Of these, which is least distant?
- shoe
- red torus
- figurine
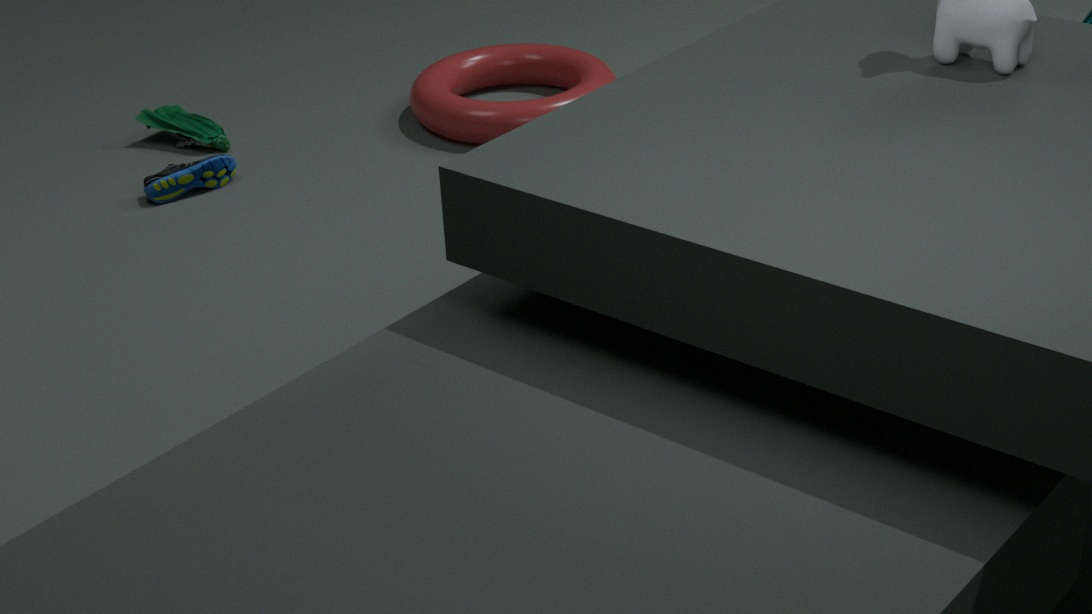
shoe
